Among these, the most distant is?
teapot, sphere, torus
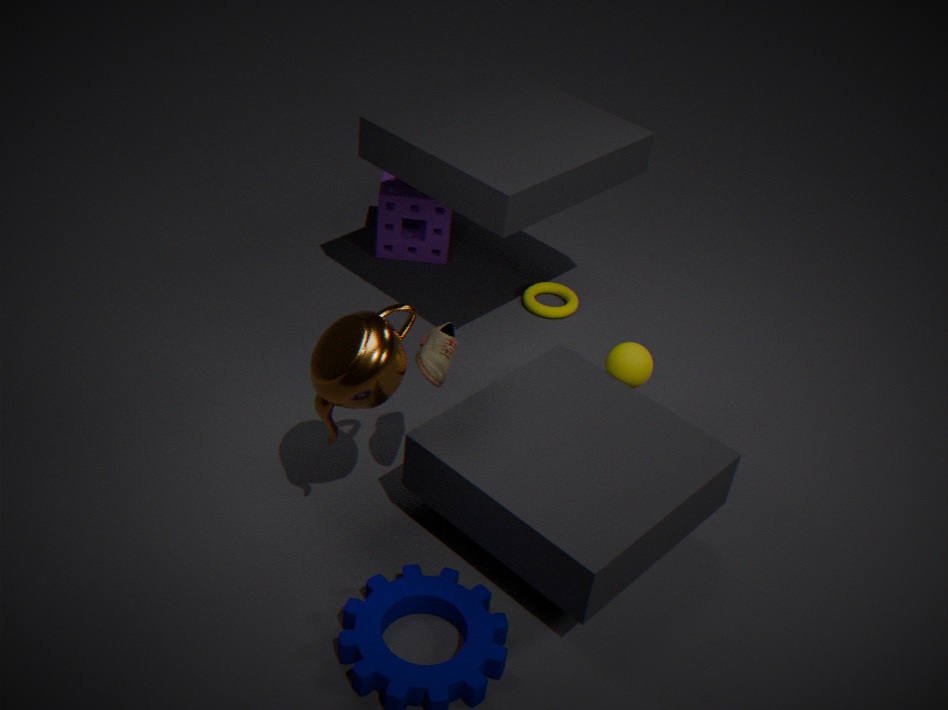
torus
